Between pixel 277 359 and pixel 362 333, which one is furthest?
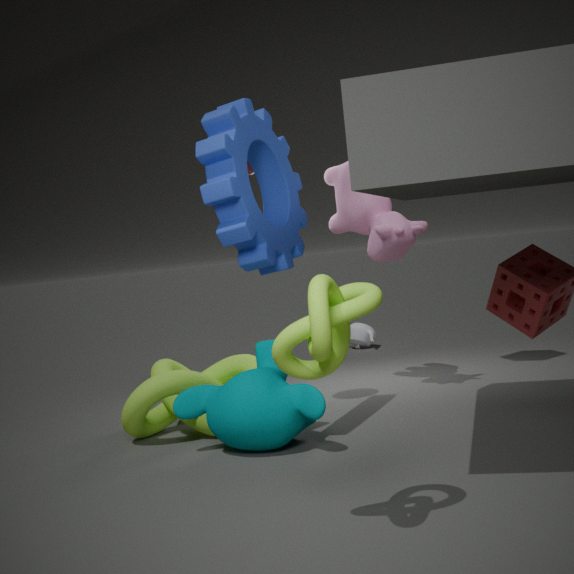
pixel 362 333
